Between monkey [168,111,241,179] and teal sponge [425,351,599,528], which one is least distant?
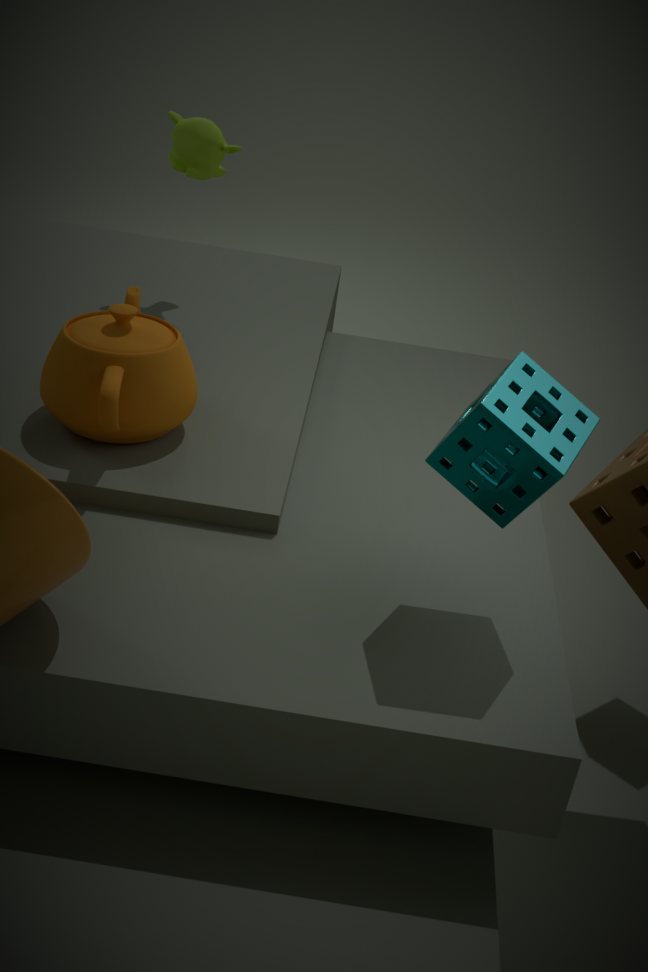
teal sponge [425,351,599,528]
